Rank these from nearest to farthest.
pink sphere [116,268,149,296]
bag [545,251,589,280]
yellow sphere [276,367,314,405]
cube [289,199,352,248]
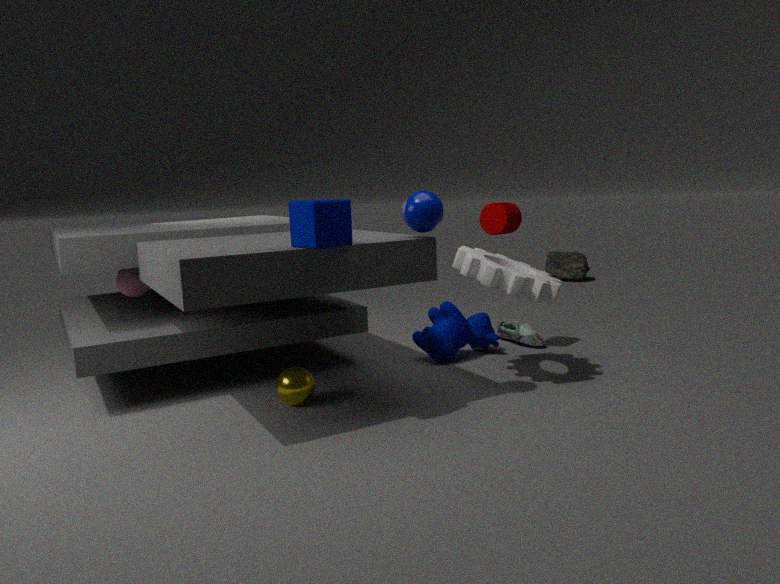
cube [289,199,352,248] → yellow sphere [276,367,314,405] → pink sphere [116,268,149,296] → bag [545,251,589,280]
